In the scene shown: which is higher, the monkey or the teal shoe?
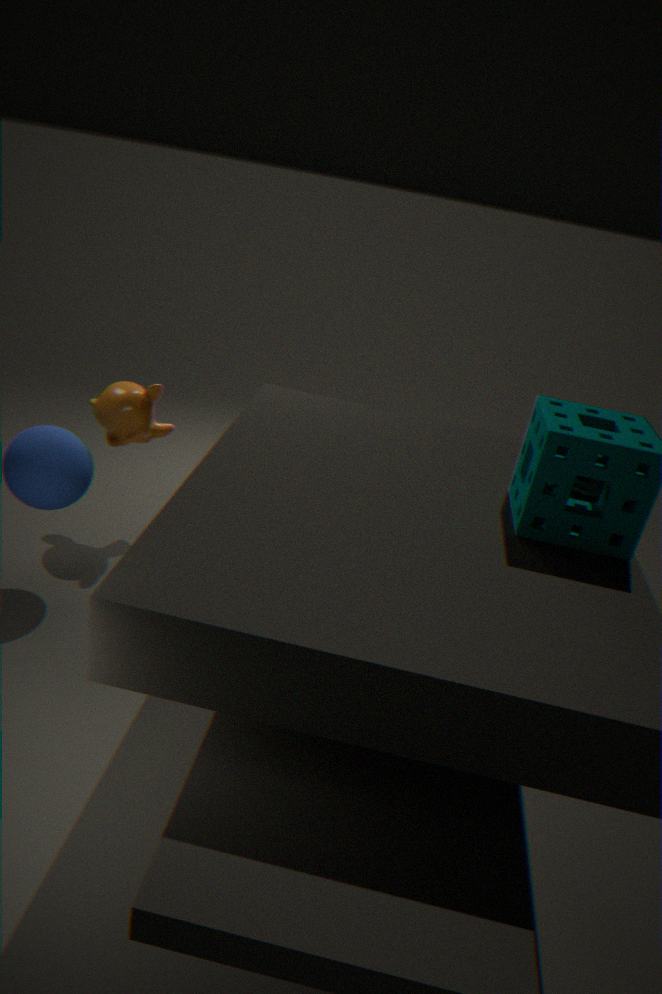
the teal shoe
